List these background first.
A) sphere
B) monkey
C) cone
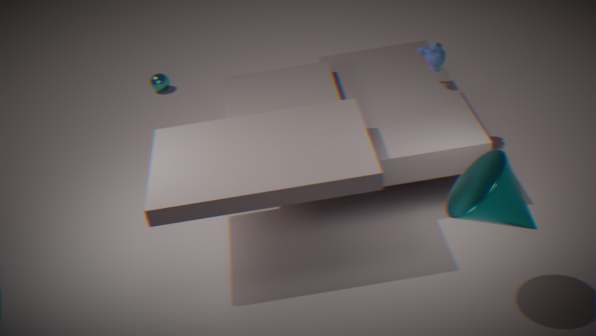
sphere
monkey
cone
